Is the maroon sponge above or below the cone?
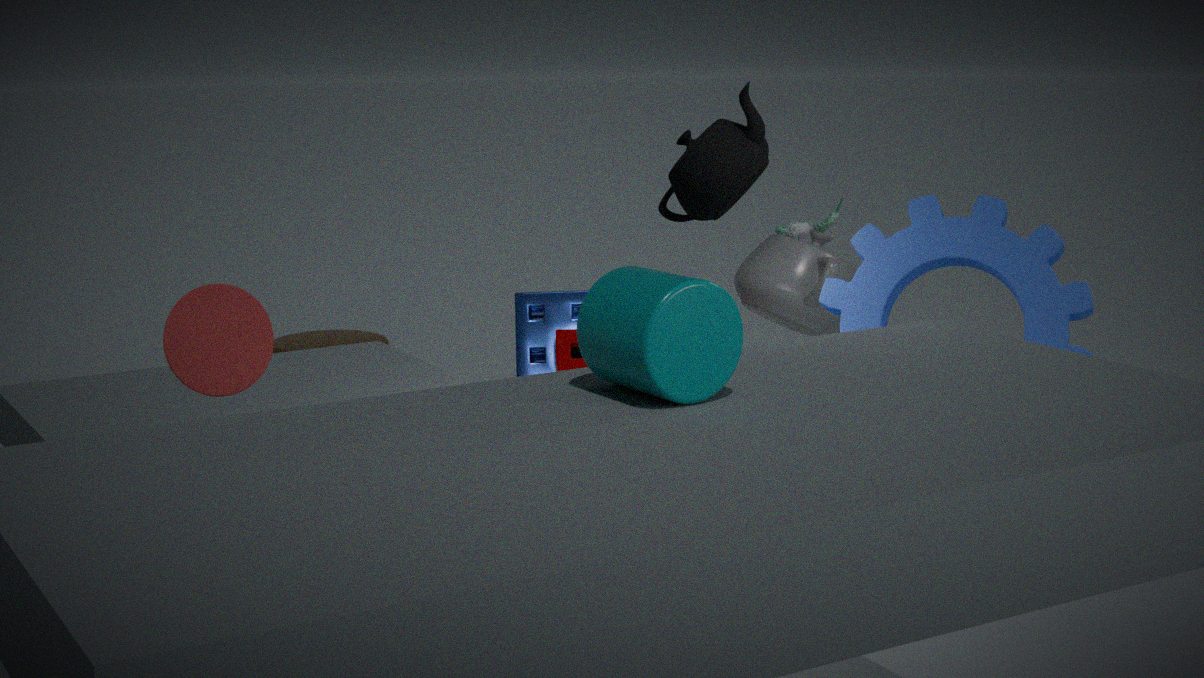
below
